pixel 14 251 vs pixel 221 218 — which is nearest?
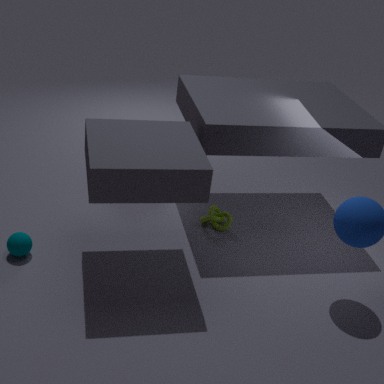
pixel 14 251
